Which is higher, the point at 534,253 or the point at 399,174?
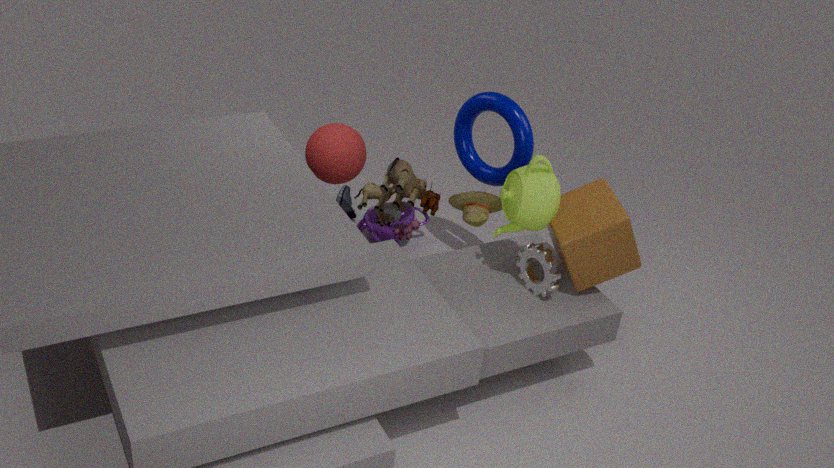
the point at 399,174
